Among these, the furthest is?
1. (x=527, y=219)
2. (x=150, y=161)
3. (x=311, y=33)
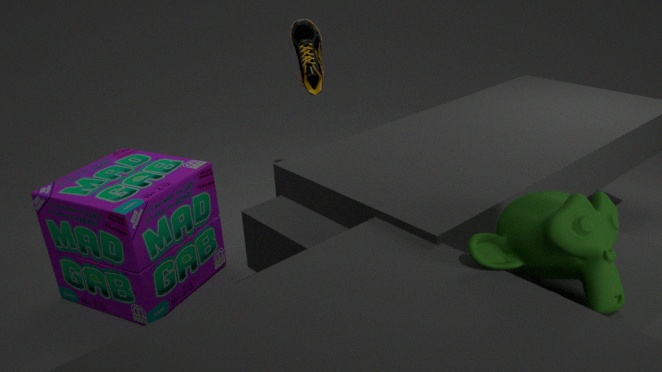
(x=311, y=33)
